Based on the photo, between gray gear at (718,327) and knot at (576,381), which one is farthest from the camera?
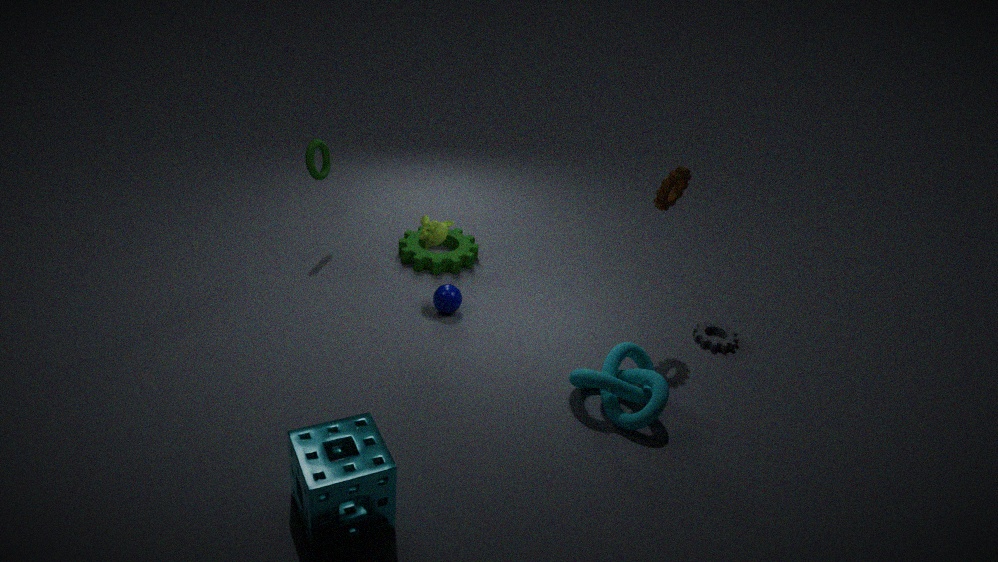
gray gear at (718,327)
